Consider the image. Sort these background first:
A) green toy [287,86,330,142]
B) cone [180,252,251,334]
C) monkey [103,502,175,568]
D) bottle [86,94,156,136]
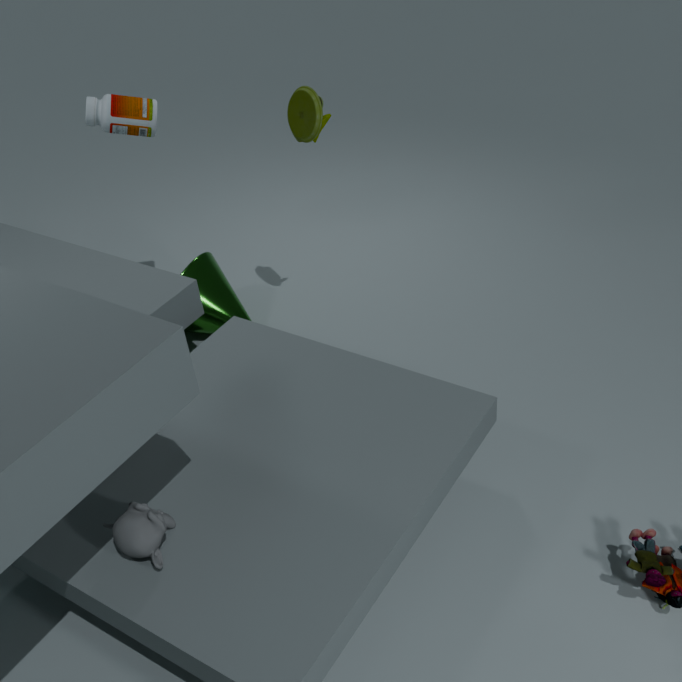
B. cone [180,252,251,334] < D. bottle [86,94,156,136] < A. green toy [287,86,330,142] < C. monkey [103,502,175,568]
